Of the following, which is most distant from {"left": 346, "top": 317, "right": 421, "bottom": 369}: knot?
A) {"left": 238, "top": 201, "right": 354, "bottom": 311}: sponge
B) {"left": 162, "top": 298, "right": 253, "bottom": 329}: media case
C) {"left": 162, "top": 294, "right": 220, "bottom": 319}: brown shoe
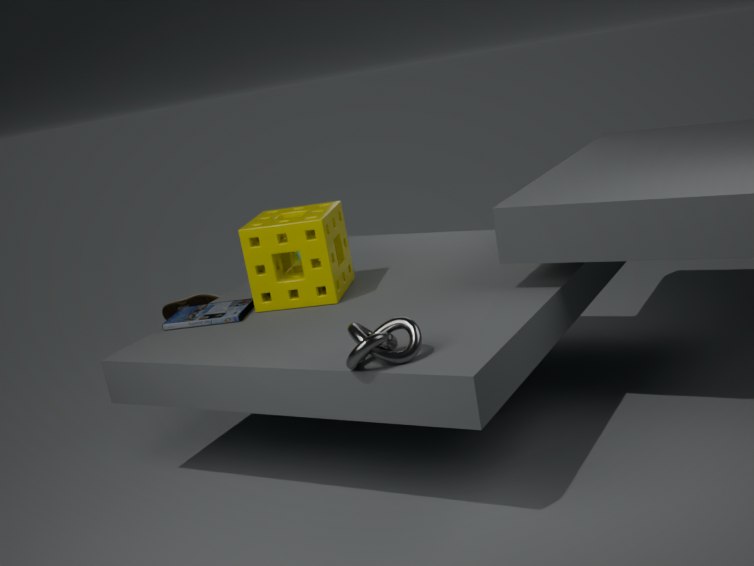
{"left": 162, "top": 294, "right": 220, "bottom": 319}: brown shoe
